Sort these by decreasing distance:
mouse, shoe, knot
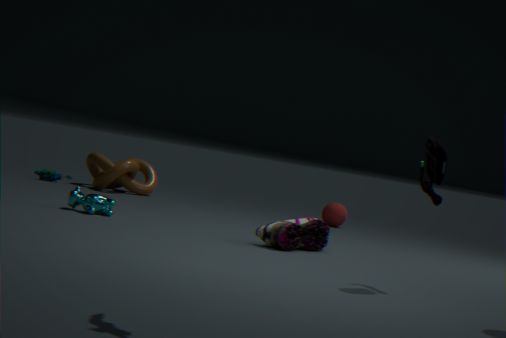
knot
shoe
mouse
